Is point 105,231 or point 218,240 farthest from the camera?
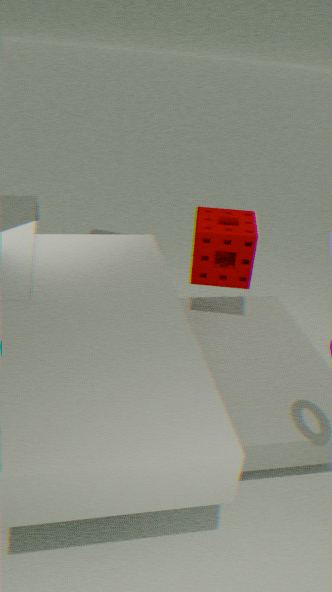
point 105,231
